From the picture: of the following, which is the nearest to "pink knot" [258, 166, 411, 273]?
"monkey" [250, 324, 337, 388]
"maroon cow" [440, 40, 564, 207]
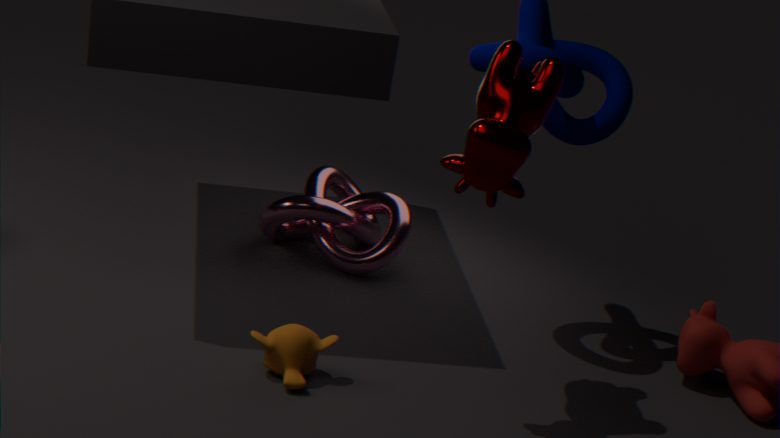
"monkey" [250, 324, 337, 388]
